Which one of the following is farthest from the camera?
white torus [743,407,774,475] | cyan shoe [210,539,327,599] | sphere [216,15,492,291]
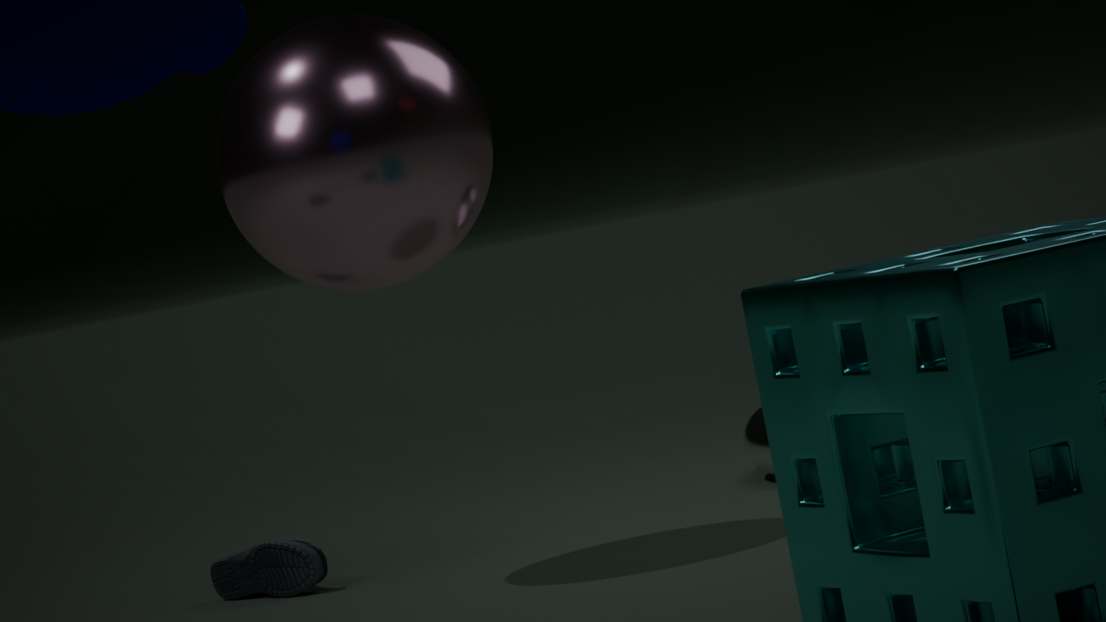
white torus [743,407,774,475]
